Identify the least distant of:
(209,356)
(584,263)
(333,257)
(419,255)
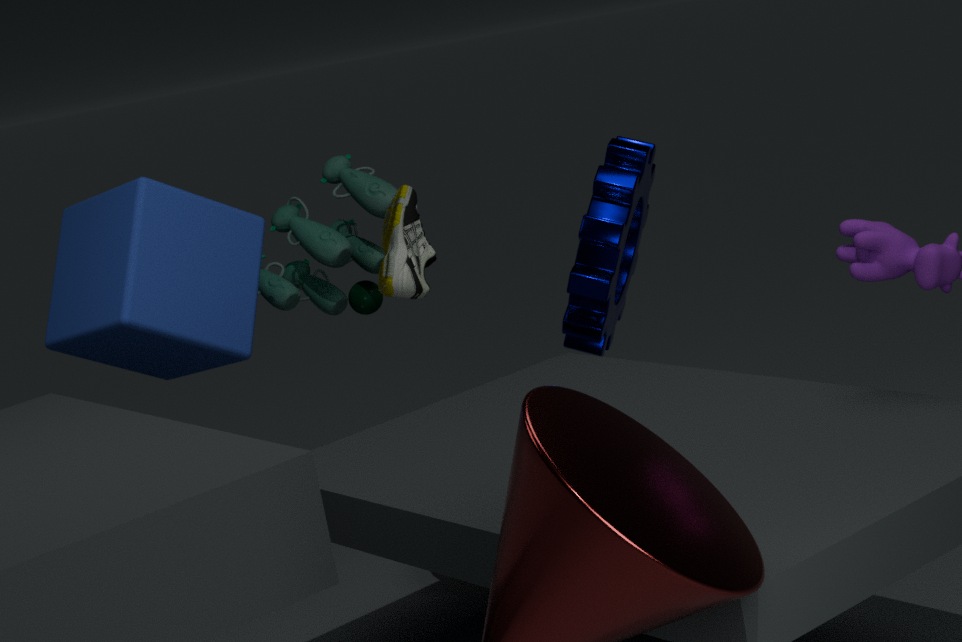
(419,255)
